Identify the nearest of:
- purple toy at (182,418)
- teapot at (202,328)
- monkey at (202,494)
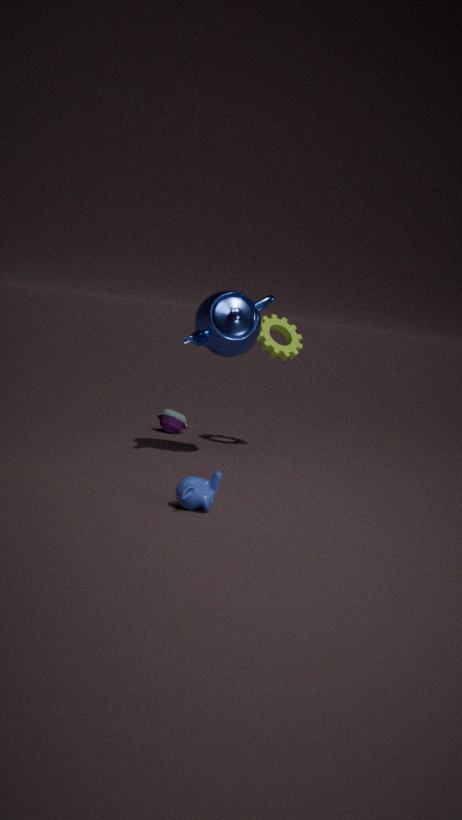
monkey at (202,494)
